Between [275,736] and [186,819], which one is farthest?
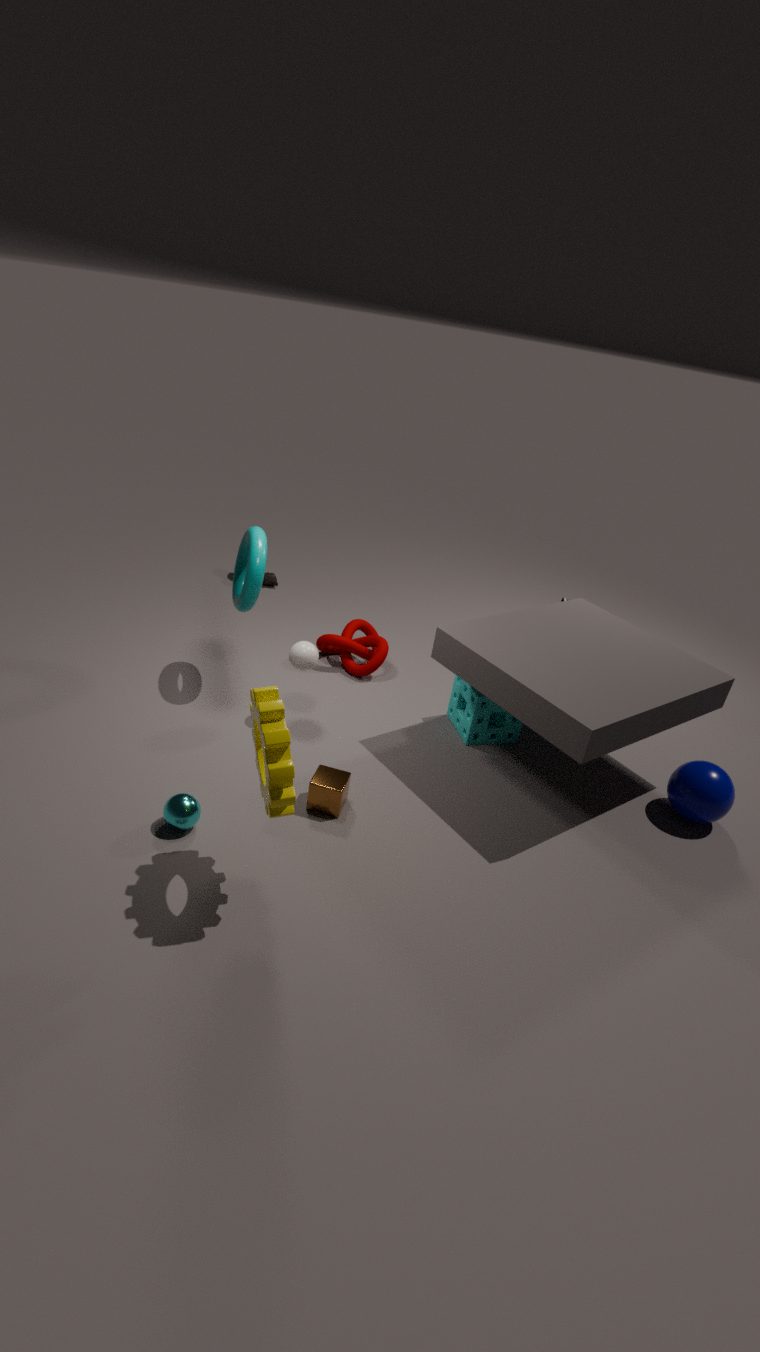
[186,819]
